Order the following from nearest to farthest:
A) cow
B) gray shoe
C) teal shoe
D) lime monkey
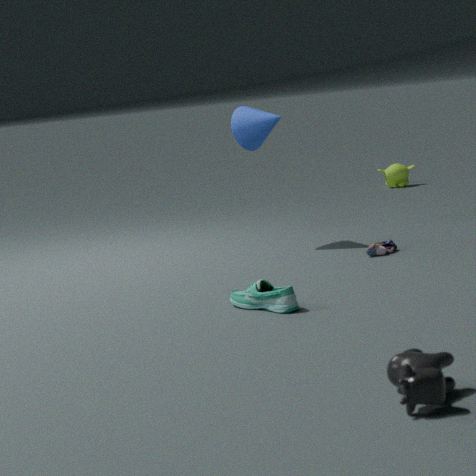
cow < teal shoe < gray shoe < lime monkey
